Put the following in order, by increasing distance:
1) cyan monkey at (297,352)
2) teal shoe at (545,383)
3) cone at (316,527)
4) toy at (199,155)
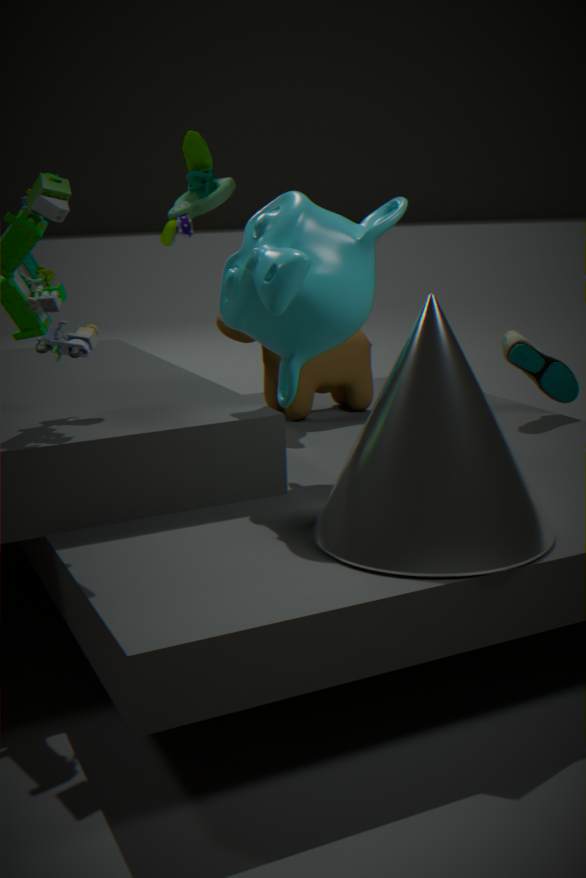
3. cone at (316,527) < 1. cyan monkey at (297,352) < 2. teal shoe at (545,383) < 4. toy at (199,155)
